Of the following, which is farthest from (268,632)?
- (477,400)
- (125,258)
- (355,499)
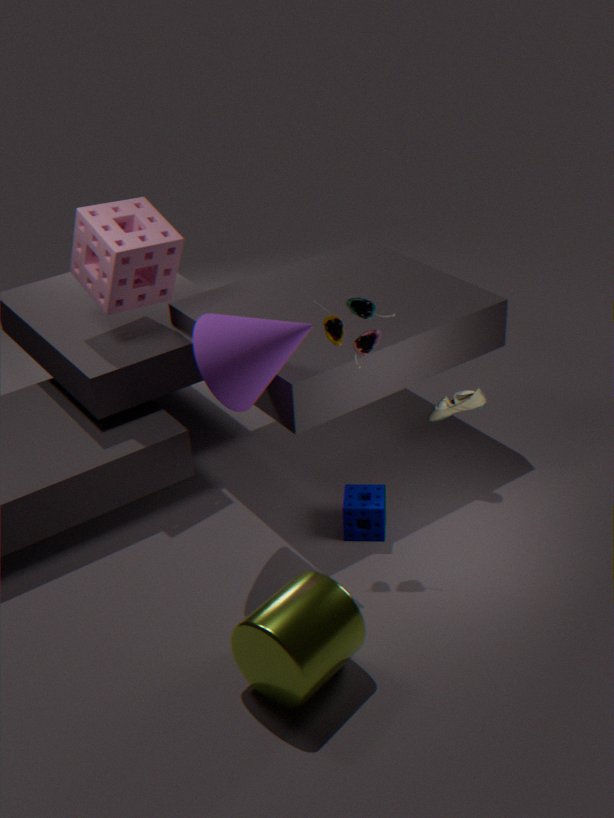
(125,258)
